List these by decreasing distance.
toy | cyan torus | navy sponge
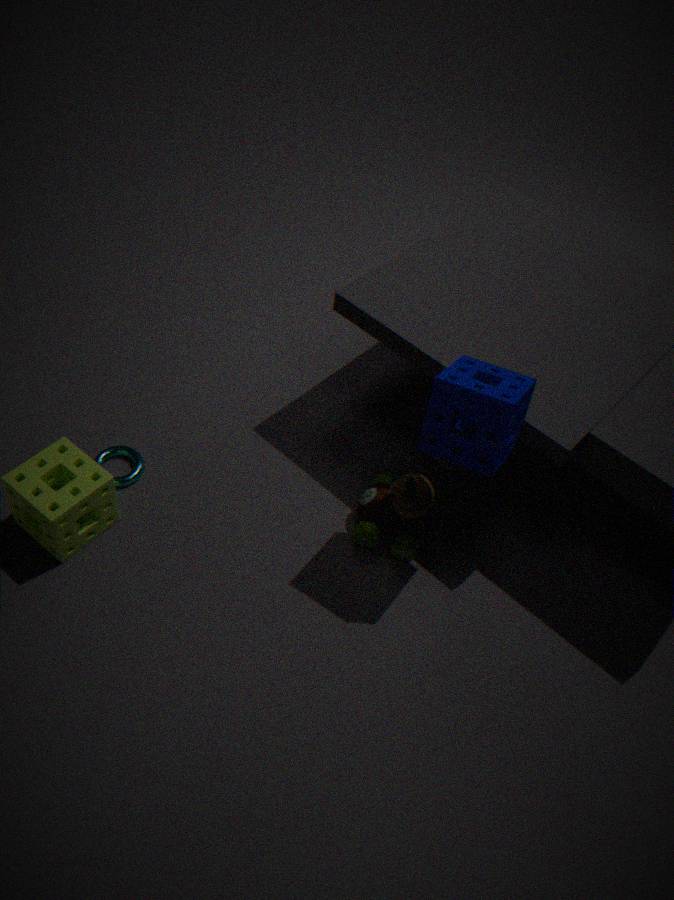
cyan torus → toy → navy sponge
